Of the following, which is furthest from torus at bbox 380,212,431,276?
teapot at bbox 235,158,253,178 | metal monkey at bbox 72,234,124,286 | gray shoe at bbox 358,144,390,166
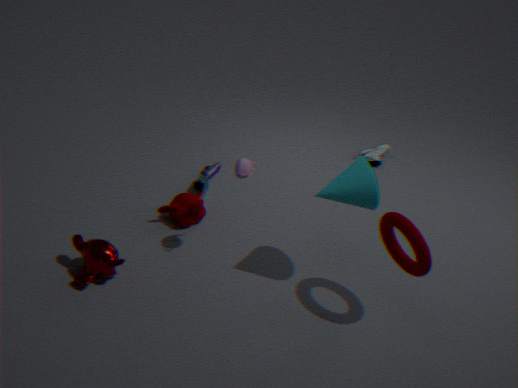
metal monkey at bbox 72,234,124,286
